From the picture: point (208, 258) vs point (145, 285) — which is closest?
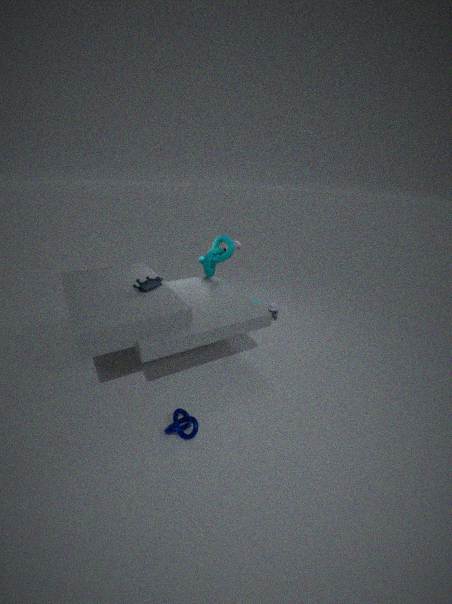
point (145, 285)
